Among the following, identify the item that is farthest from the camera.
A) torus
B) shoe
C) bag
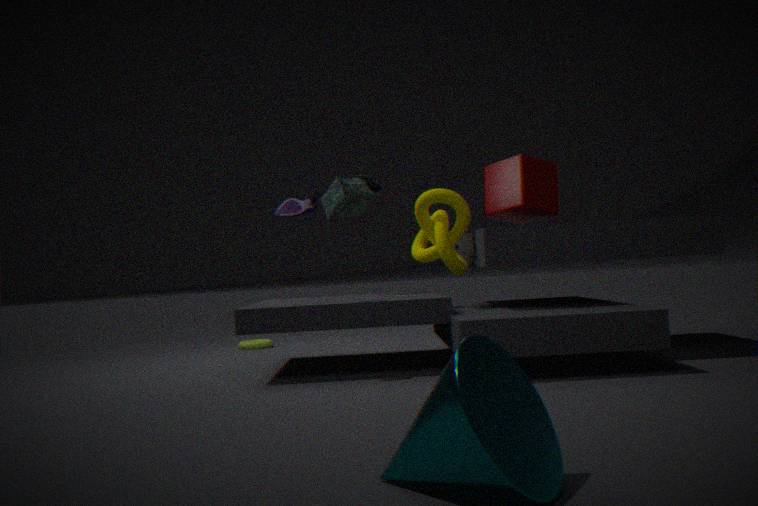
torus
